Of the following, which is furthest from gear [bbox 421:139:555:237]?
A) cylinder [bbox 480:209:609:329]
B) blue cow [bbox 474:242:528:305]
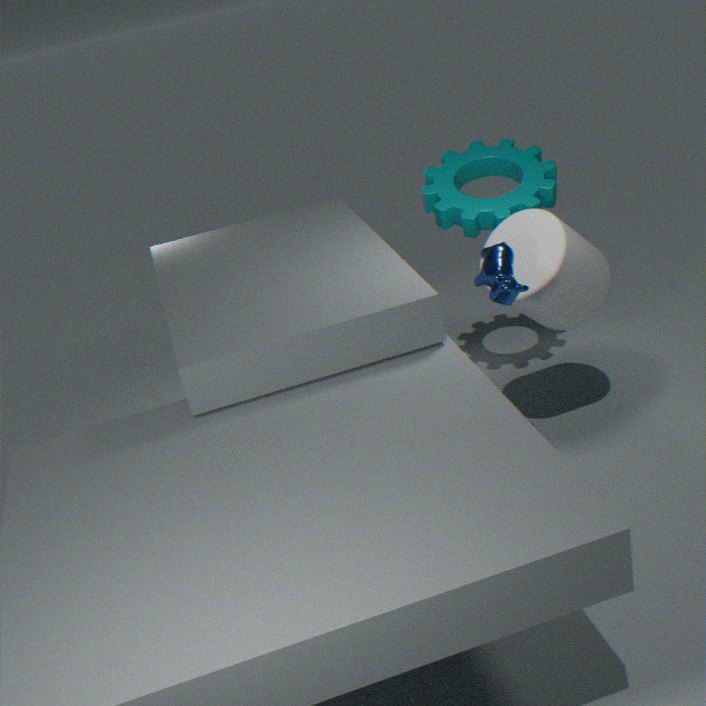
blue cow [bbox 474:242:528:305]
